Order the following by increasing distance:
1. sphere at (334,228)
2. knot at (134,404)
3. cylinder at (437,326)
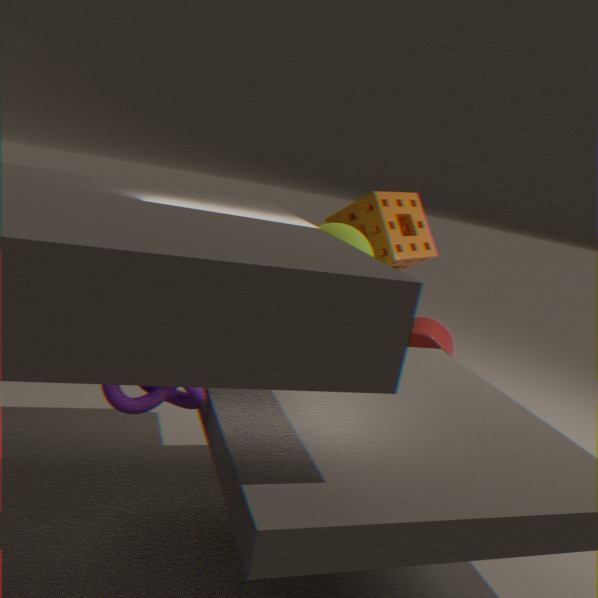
knot at (134,404) < sphere at (334,228) < cylinder at (437,326)
